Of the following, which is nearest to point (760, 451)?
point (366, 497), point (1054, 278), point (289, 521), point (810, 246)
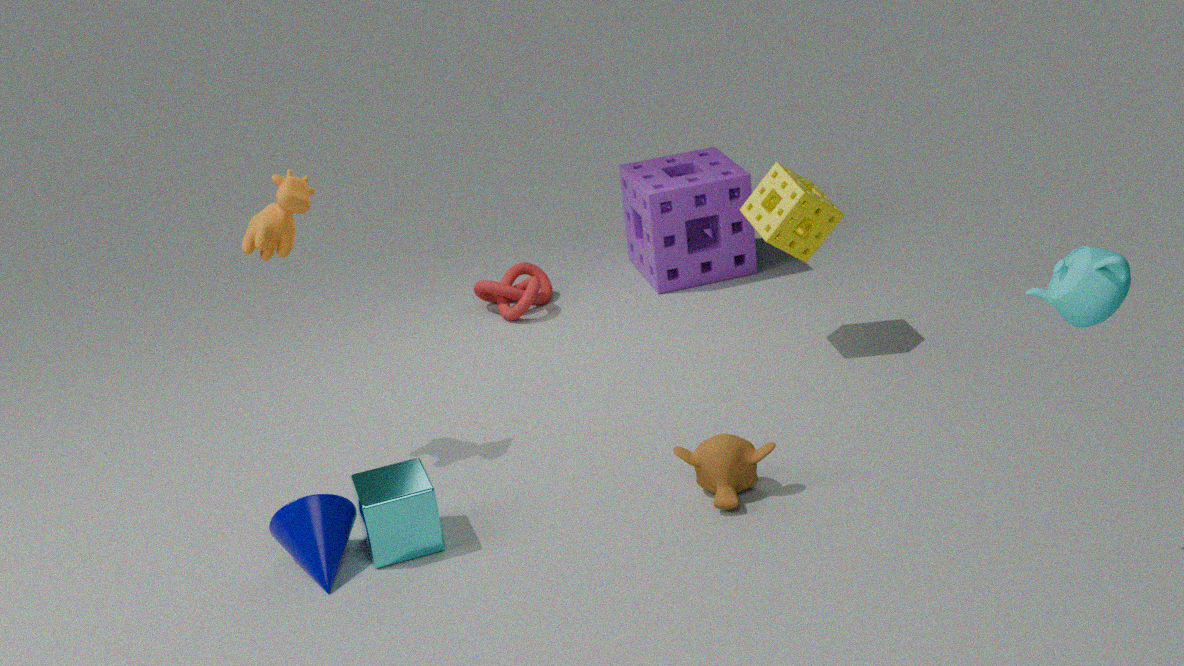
point (366, 497)
